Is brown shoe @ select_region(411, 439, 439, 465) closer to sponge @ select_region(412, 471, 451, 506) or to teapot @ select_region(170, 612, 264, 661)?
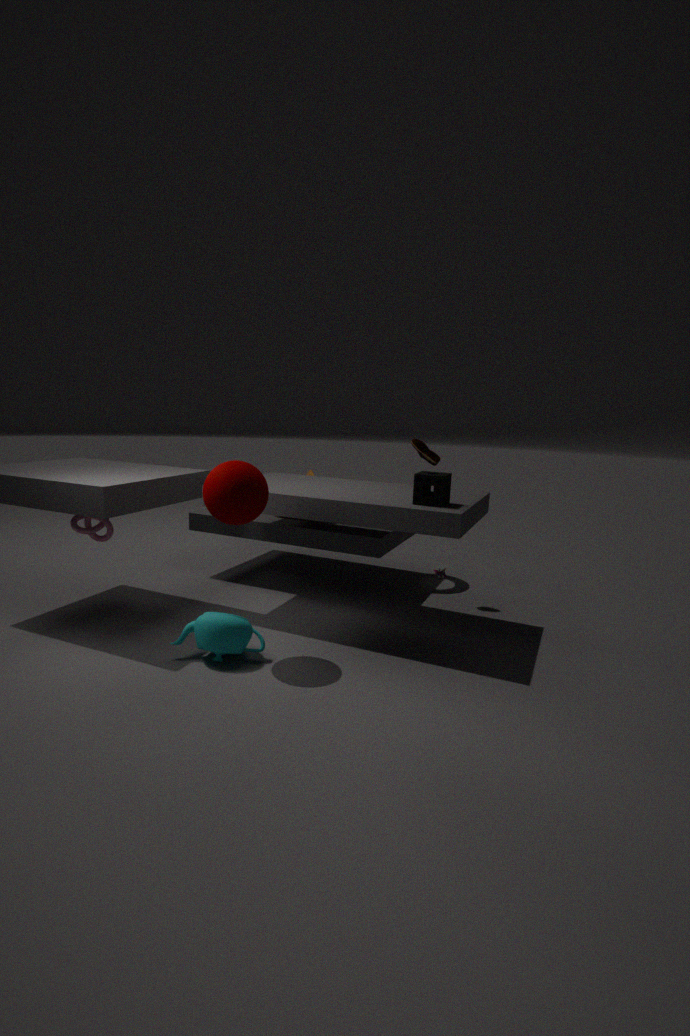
sponge @ select_region(412, 471, 451, 506)
